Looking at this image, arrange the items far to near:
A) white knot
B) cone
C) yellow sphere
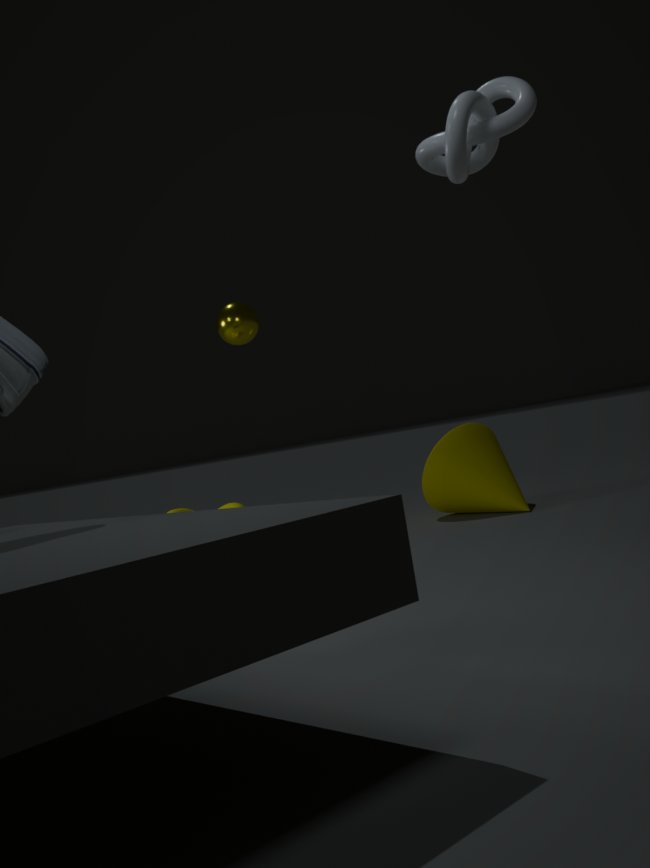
1. cone
2. yellow sphere
3. white knot
